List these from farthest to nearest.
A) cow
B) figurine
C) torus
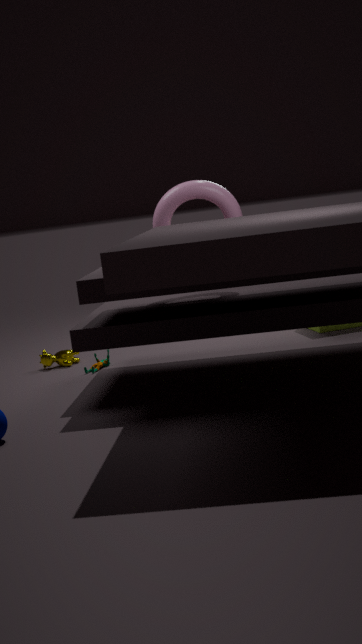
cow → figurine → torus
